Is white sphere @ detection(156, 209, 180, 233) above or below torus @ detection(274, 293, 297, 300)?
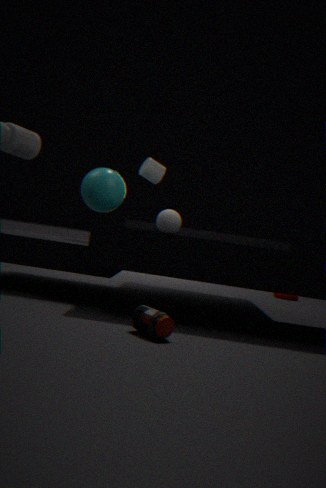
above
